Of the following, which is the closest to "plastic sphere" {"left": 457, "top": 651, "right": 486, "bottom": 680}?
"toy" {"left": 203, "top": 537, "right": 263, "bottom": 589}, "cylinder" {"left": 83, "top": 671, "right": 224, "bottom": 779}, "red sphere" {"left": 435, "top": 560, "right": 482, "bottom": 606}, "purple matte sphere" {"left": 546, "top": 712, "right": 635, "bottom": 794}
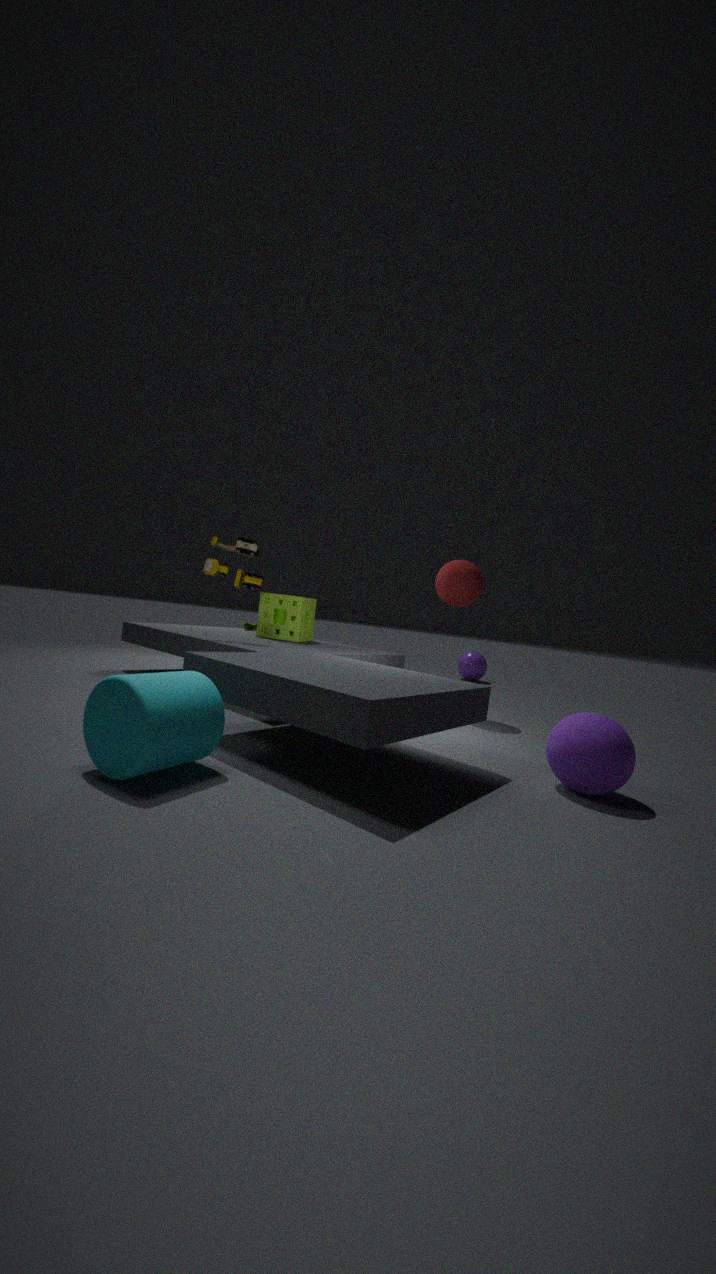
"red sphere" {"left": 435, "top": 560, "right": 482, "bottom": 606}
